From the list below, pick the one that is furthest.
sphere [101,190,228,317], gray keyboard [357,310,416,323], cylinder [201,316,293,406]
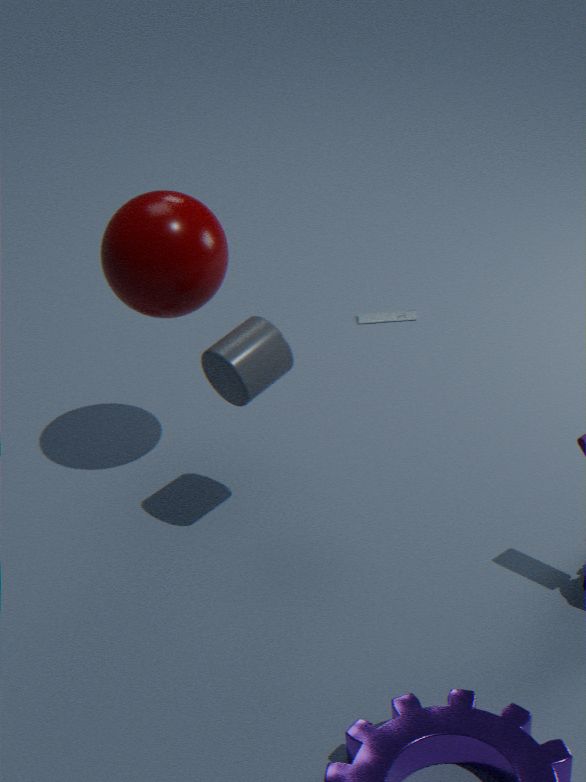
gray keyboard [357,310,416,323]
